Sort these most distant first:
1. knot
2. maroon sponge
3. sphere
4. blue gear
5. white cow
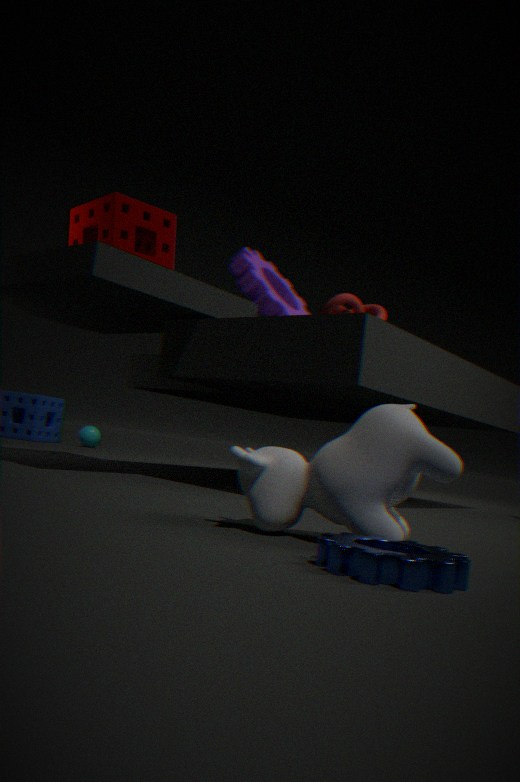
sphere, maroon sponge, knot, white cow, blue gear
